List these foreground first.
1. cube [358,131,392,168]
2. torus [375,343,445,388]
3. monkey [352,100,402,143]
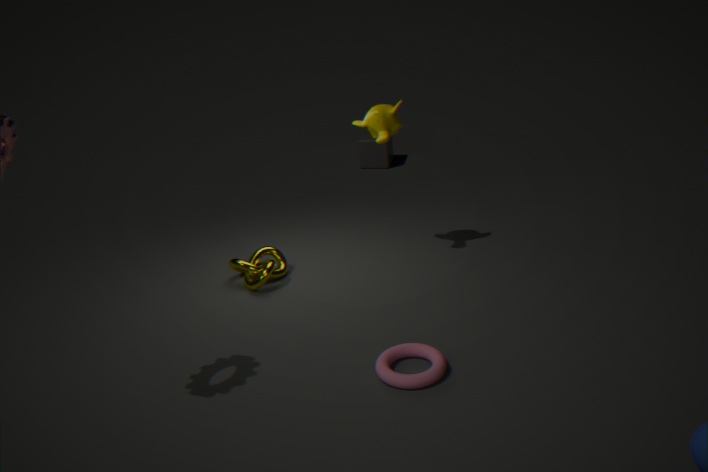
torus [375,343,445,388], monkey [352,100,402,143], cube [358,131,392,168]
